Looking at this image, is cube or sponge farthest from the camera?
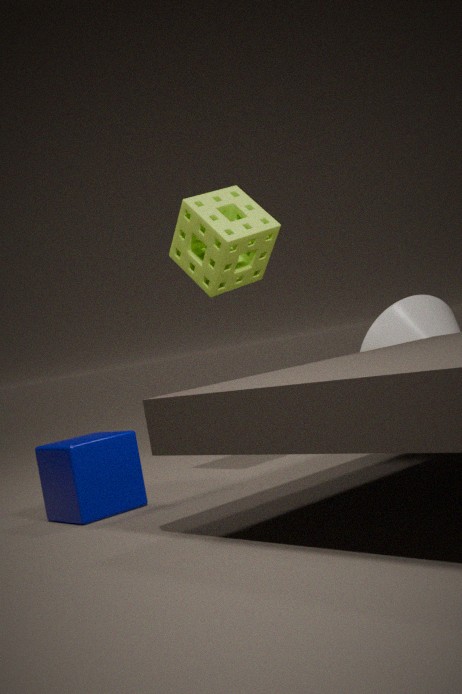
sponge
